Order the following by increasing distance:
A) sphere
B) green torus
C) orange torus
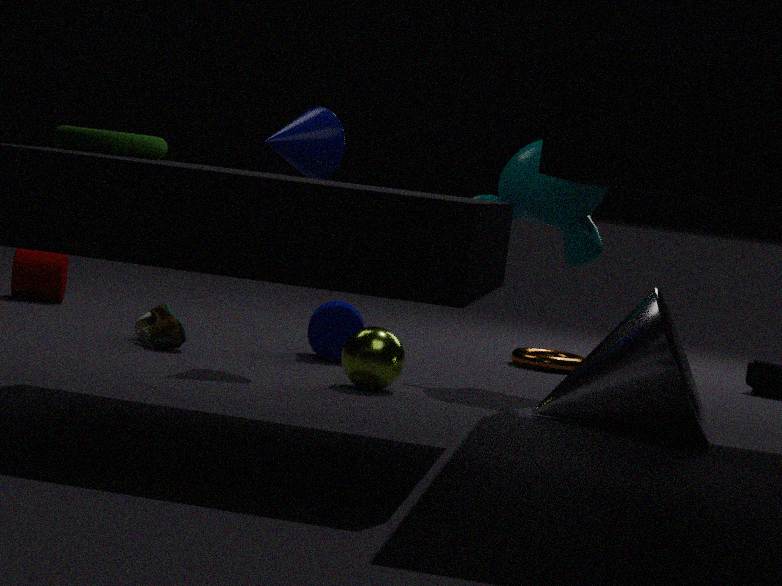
green torus → sphere → orange torus
